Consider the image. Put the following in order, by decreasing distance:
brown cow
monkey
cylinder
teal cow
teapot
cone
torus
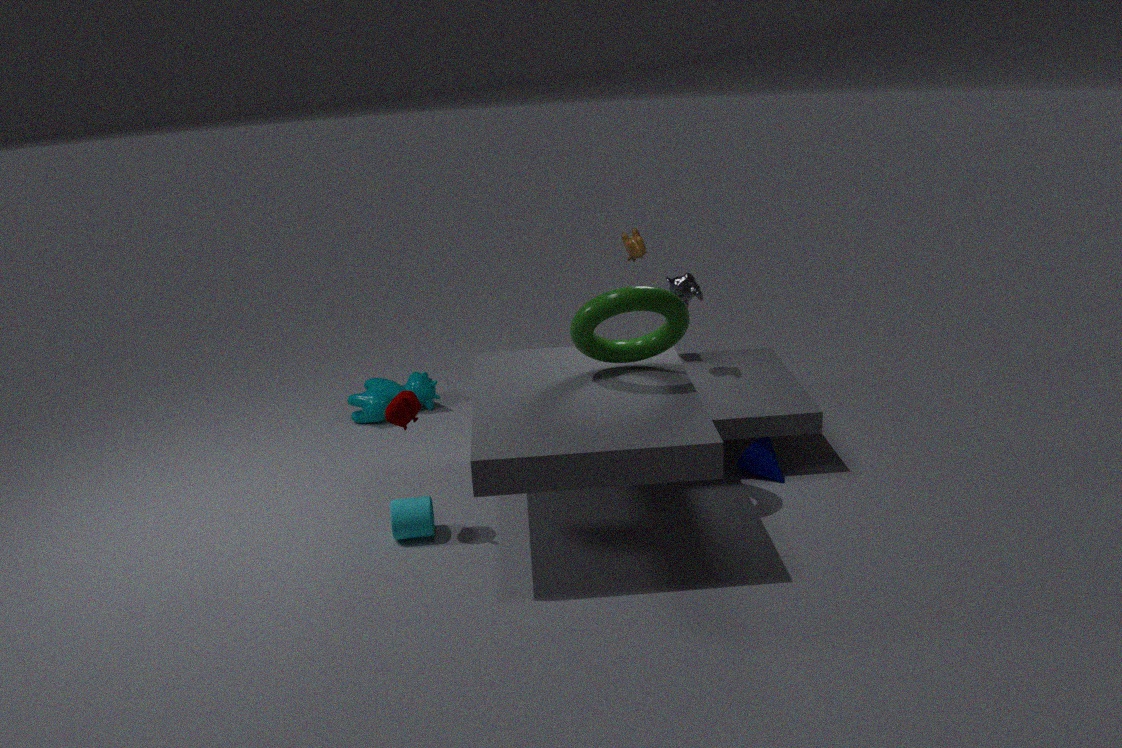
teal cow → brown cow → monkey → cone → cylinder → teapot → torus
